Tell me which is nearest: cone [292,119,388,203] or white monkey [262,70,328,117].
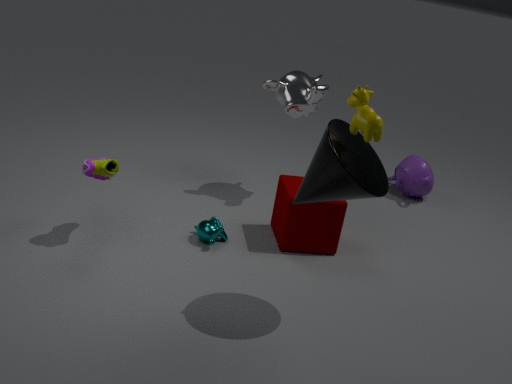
cone [292,119,388,203]
